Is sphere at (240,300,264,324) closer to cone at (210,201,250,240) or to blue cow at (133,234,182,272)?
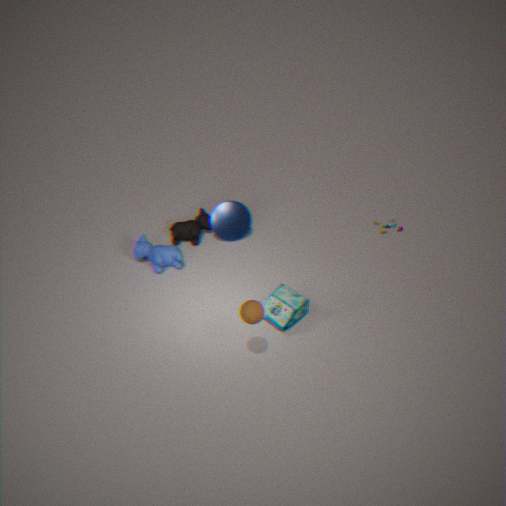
blue cow at (133,234,182,272)
